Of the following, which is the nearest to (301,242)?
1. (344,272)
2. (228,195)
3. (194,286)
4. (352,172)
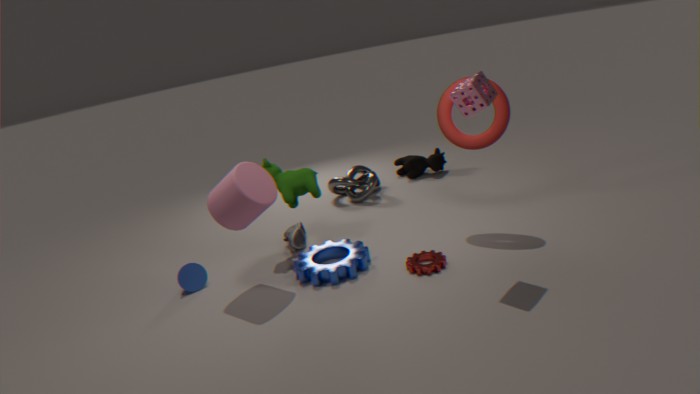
(344,272)
